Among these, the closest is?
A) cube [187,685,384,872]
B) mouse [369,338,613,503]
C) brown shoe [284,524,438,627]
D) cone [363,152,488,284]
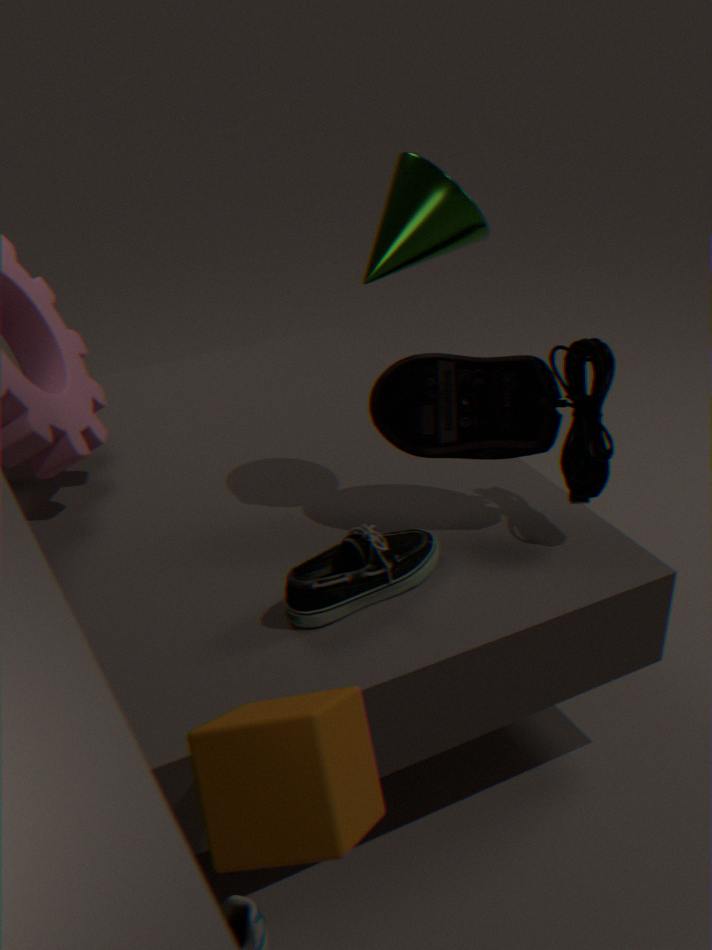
cube [187,685,384,872]
